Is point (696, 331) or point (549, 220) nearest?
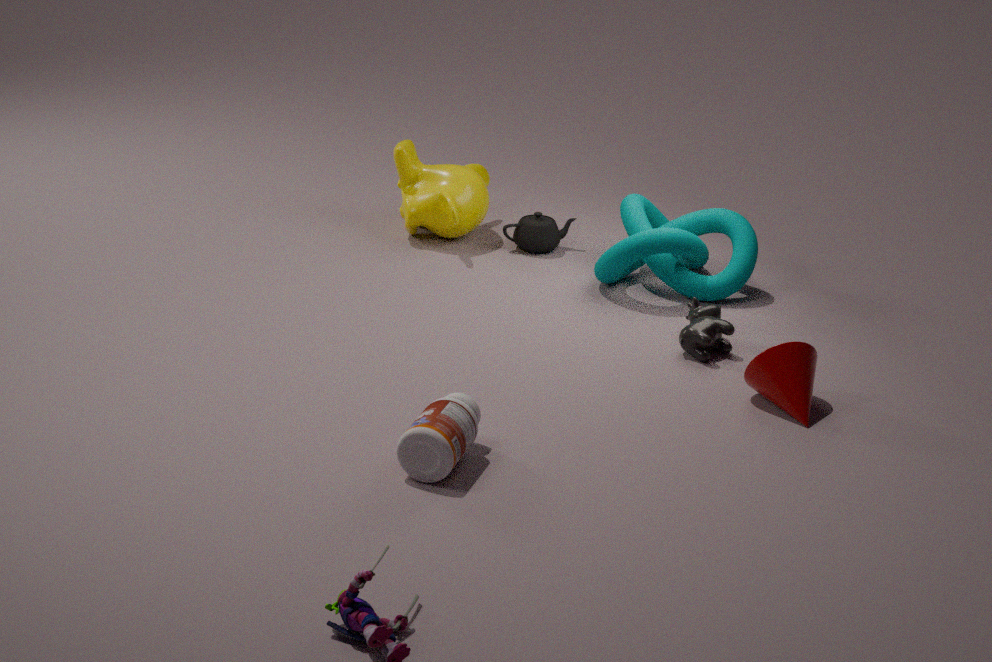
point (696, 331)
